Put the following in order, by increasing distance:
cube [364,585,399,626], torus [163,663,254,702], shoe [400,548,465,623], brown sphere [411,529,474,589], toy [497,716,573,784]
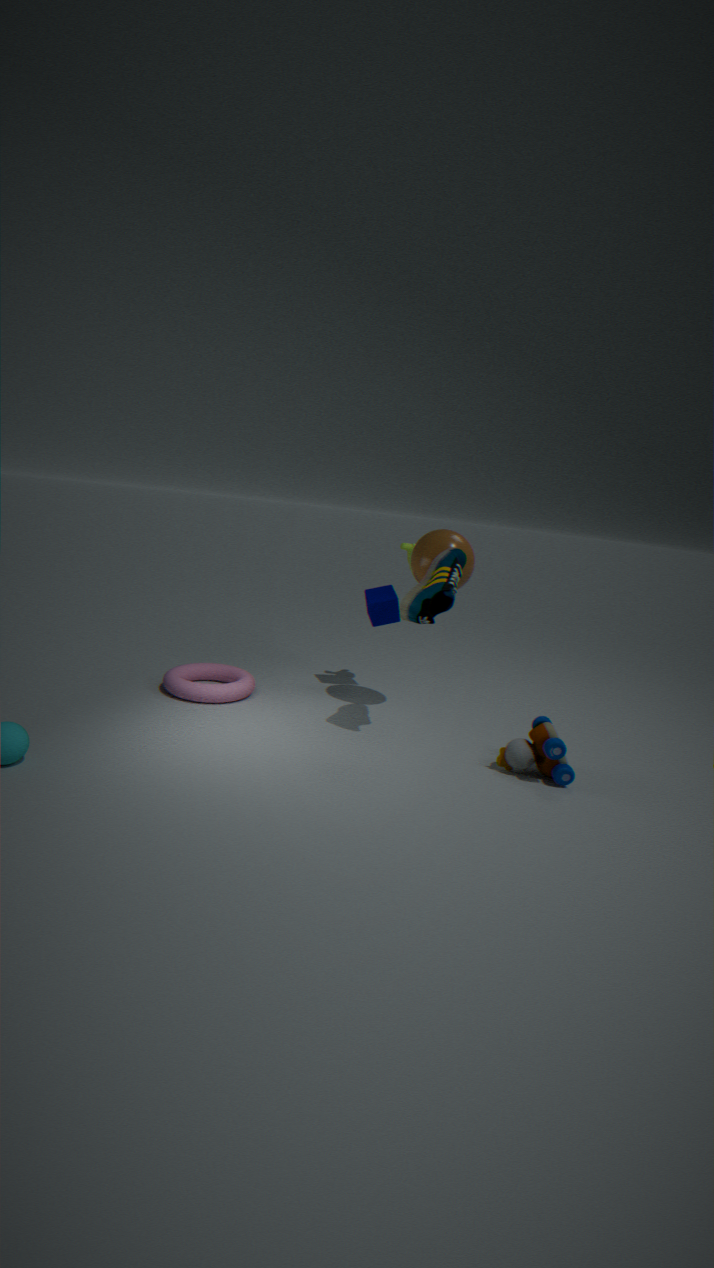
toy [497,716,573,784]
shoe [400,548,465,623]
brown sphere [411,529,474,589]
torus [163,663,254,702]
cube [364,585,399,626]
